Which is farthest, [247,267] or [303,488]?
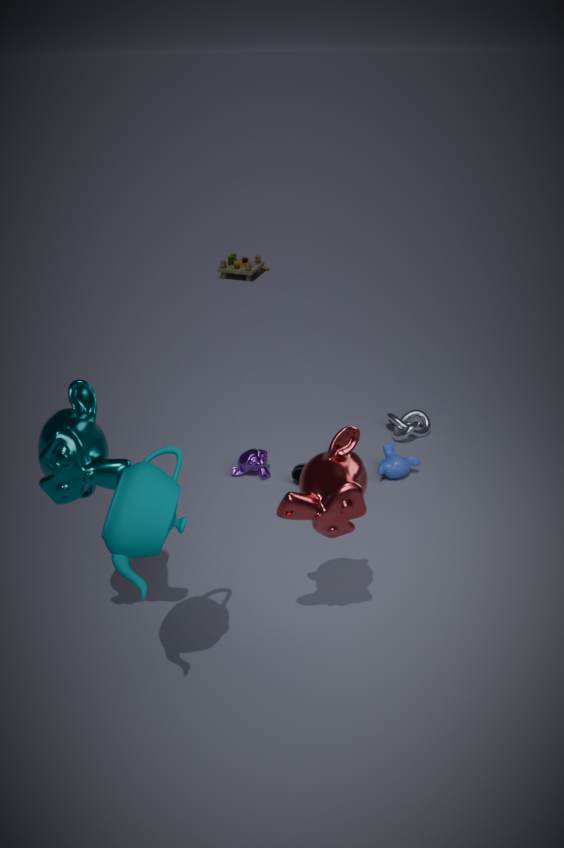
[247,267]
